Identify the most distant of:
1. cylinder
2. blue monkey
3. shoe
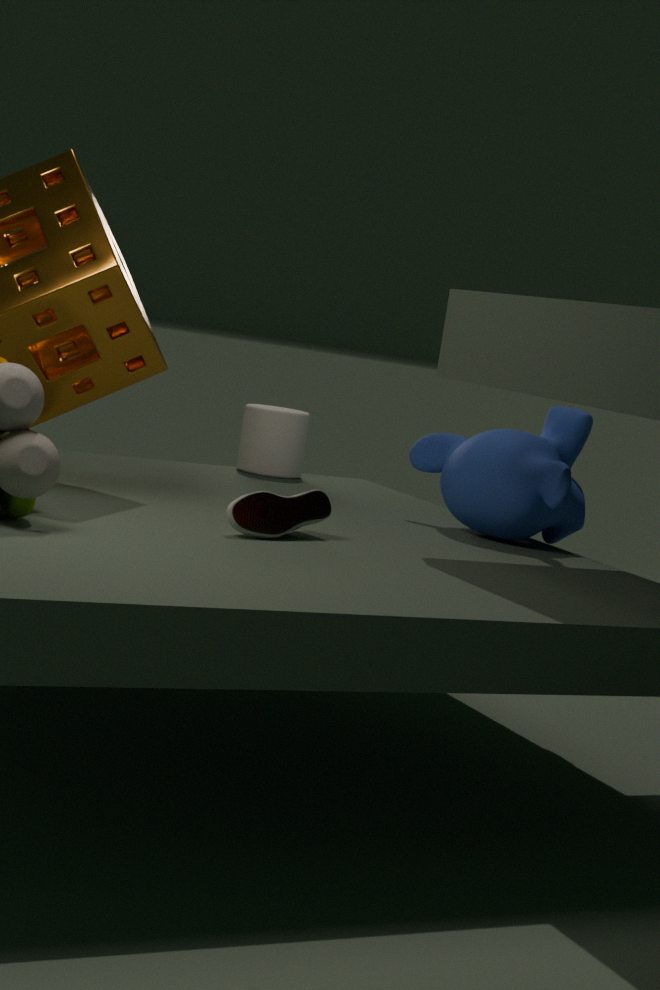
cylinder
